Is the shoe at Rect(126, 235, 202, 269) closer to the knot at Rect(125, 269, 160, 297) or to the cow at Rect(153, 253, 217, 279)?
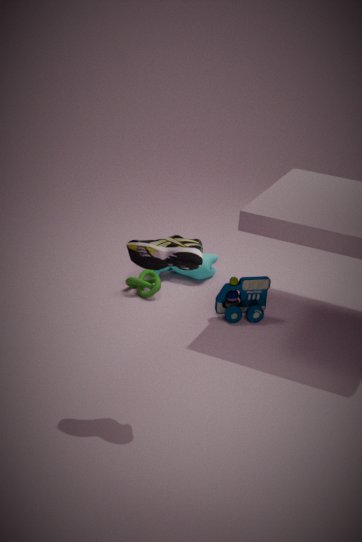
the knot at Rect(125, 269, 160, 297)
